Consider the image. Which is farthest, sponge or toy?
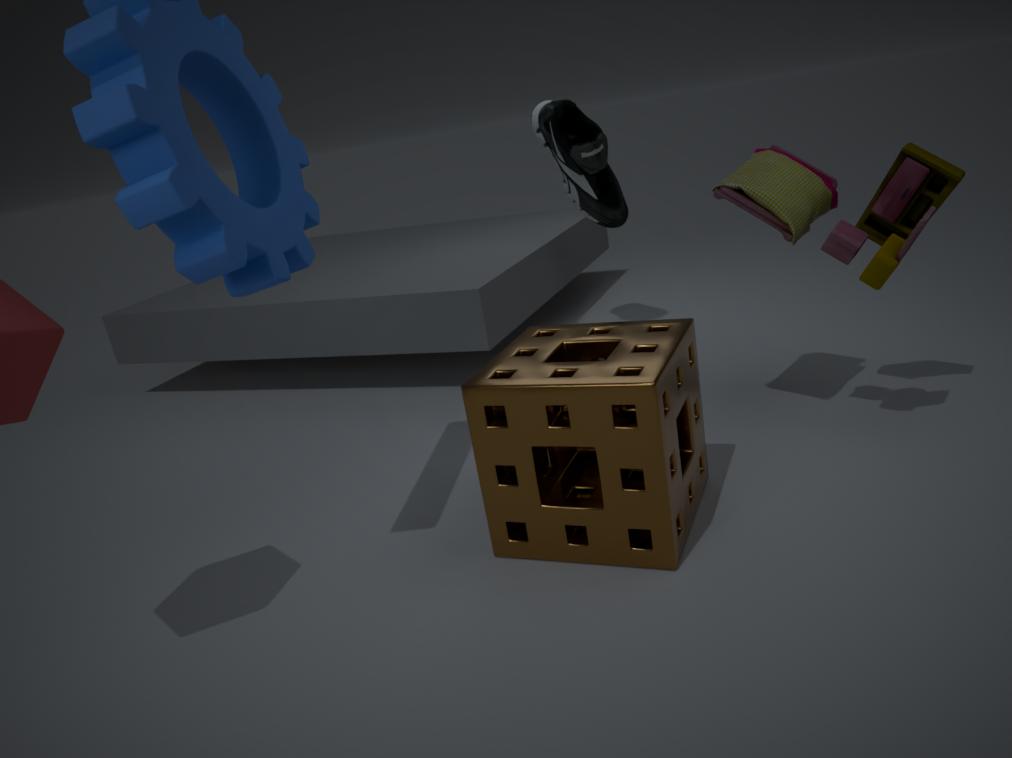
toy
